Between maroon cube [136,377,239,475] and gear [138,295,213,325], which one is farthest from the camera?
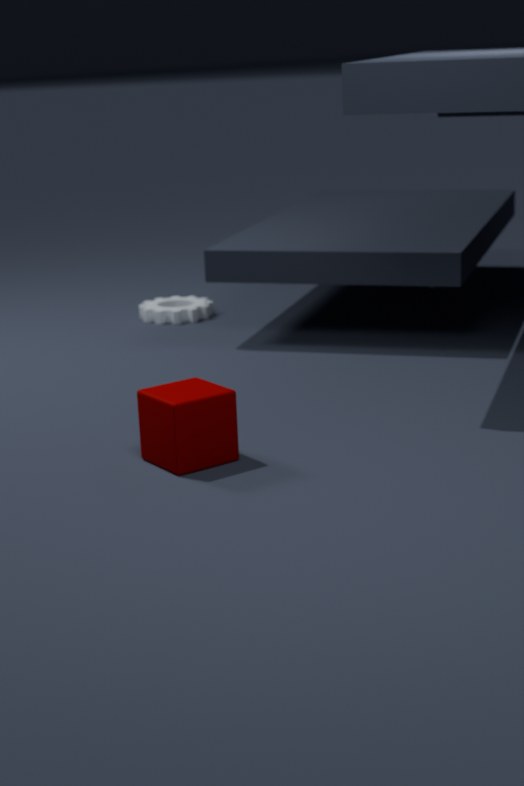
gear [138,295,213,325]
